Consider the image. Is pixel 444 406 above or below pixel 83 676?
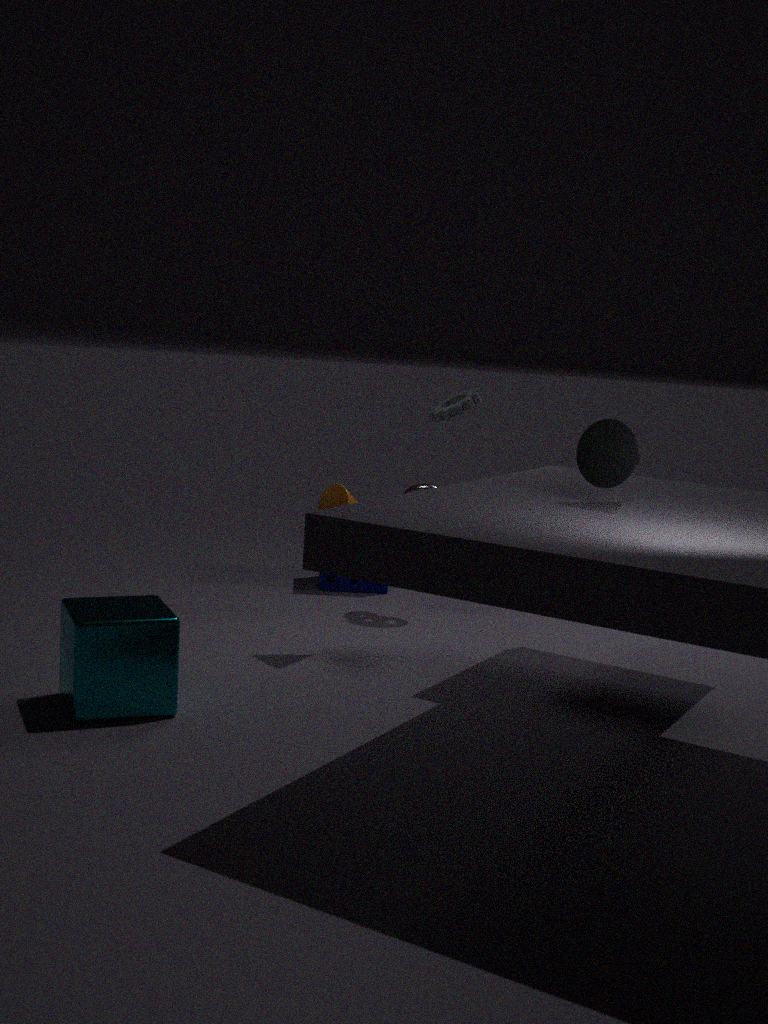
above
